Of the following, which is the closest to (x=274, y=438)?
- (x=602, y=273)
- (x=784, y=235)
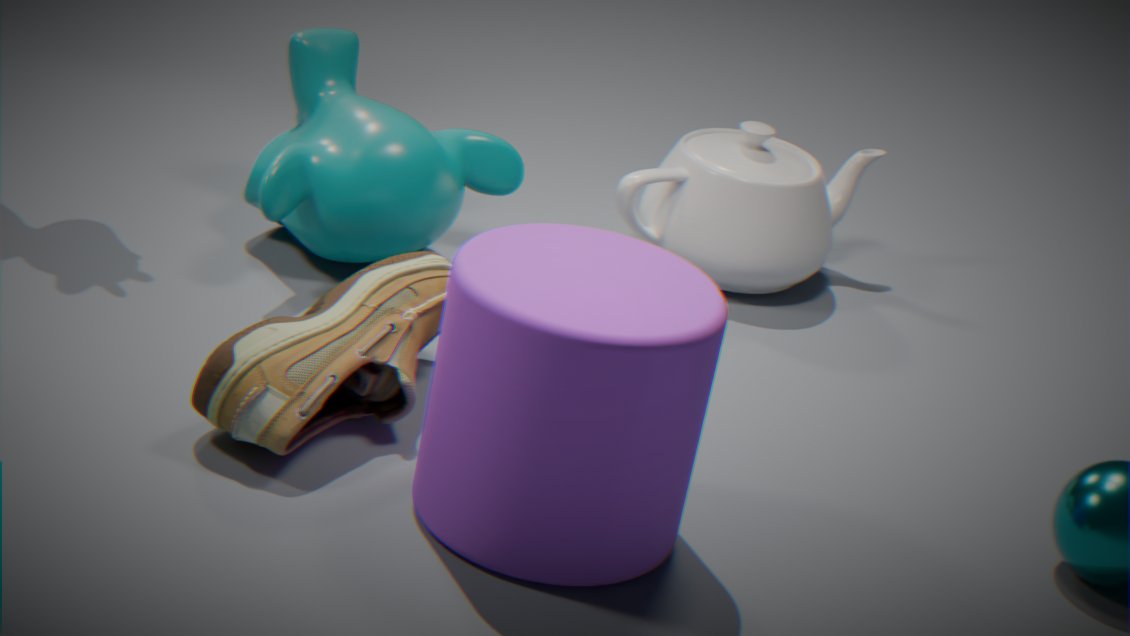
(x=602, y=273)
